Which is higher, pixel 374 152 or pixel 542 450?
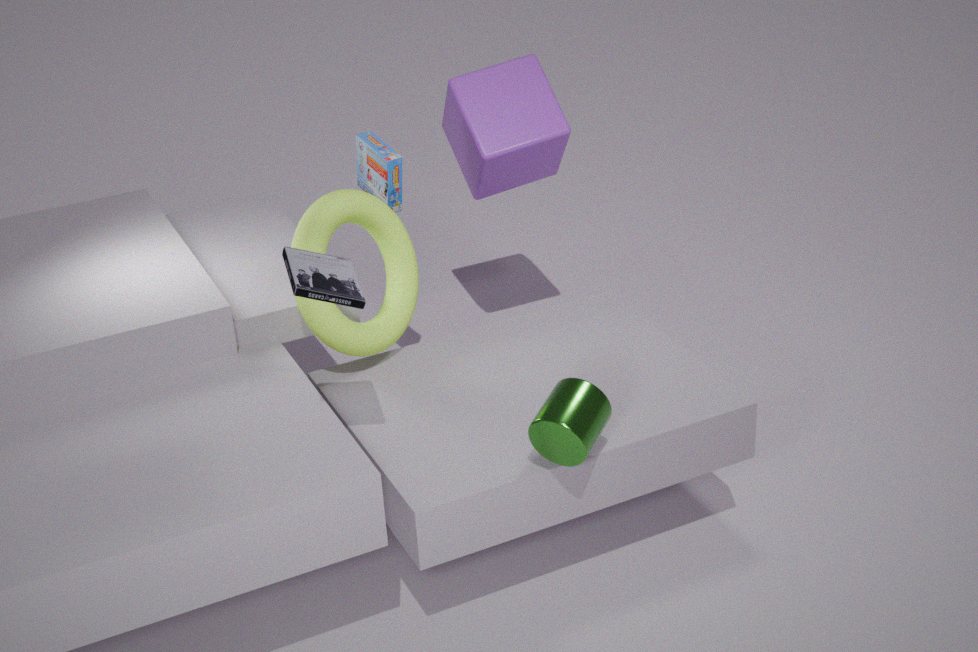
pixel 374 152
